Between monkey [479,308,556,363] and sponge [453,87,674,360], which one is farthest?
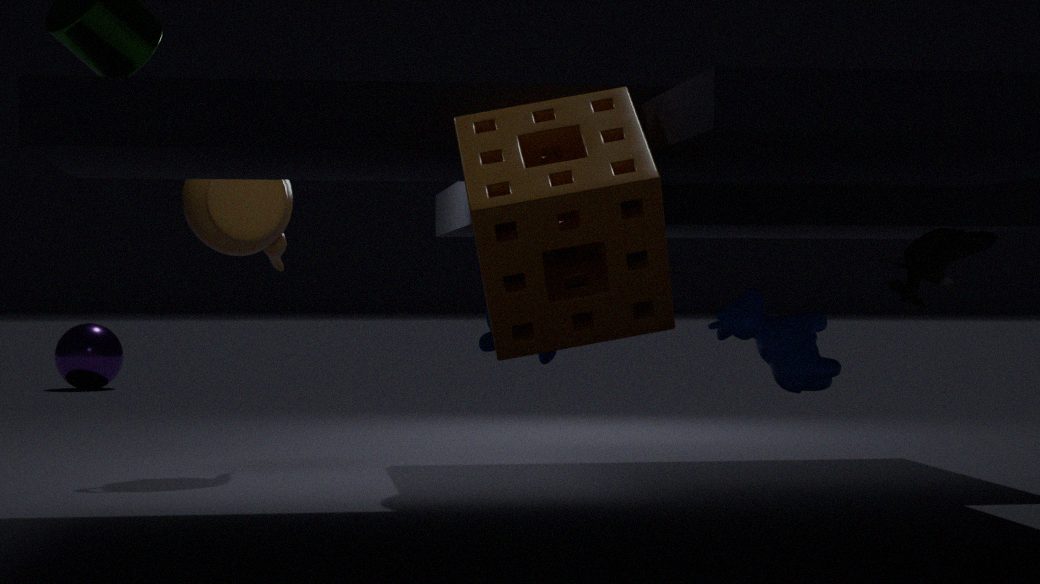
monkey [479,308,556,363]
